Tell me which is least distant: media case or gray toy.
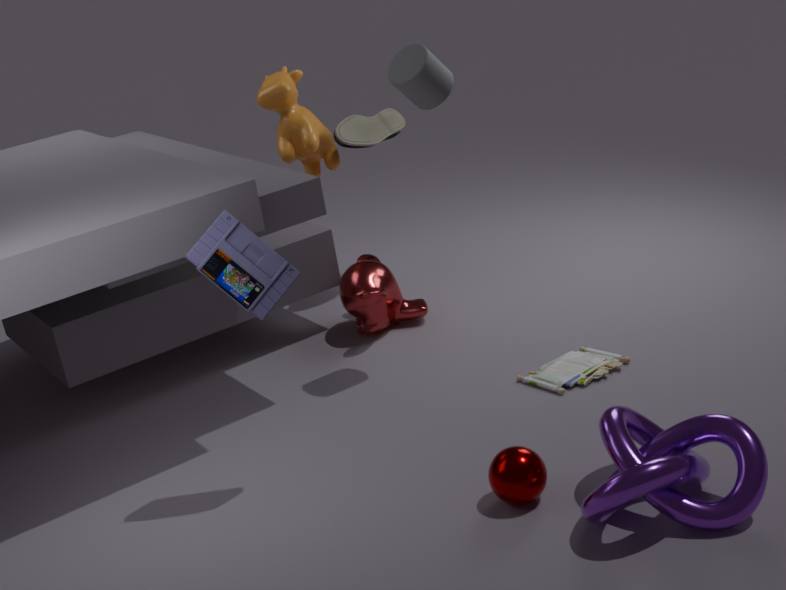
media case
